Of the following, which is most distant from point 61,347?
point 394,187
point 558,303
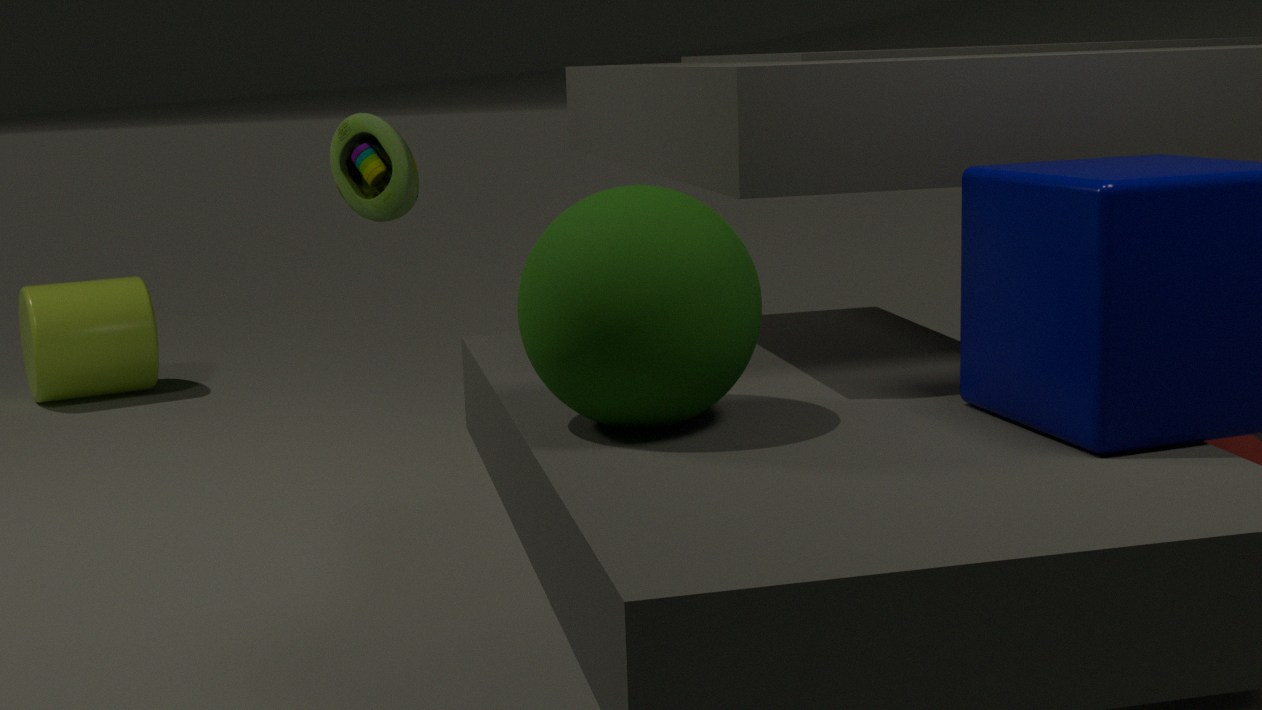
point 558,303
